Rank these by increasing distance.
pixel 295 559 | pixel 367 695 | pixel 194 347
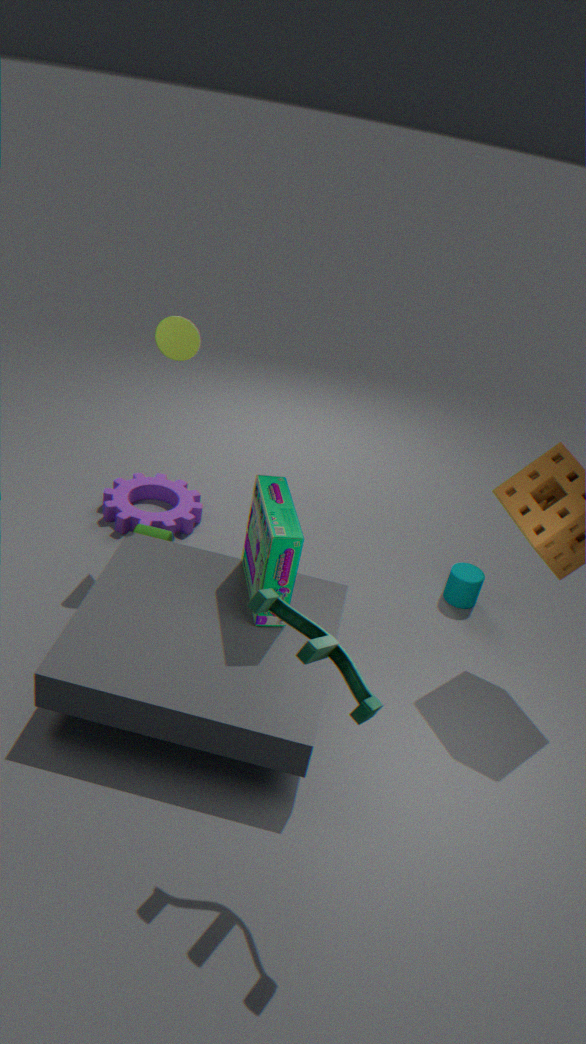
pixel 367 695, pixel 295 559, pixel 194 347
